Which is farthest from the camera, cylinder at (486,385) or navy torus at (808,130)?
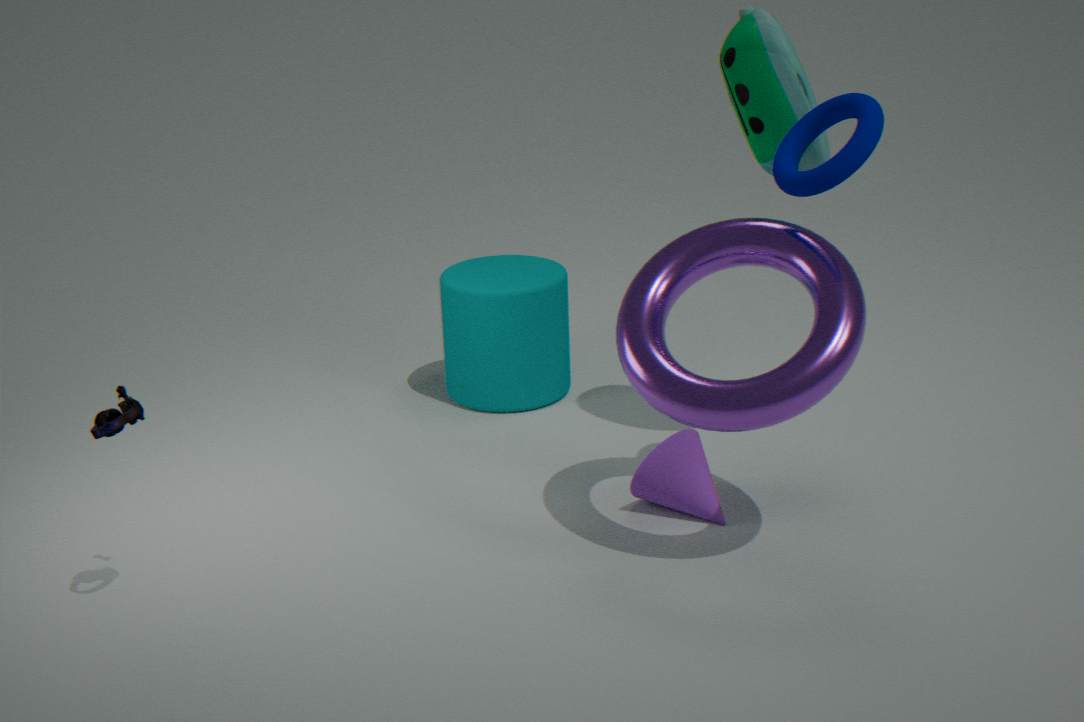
cylinder at (486,385)
